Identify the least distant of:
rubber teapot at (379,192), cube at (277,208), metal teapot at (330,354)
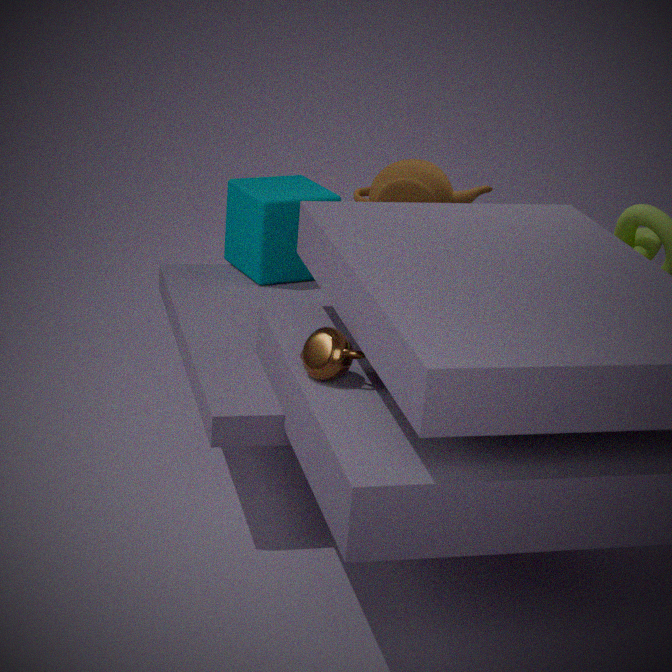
metal teapot at (330,354)
